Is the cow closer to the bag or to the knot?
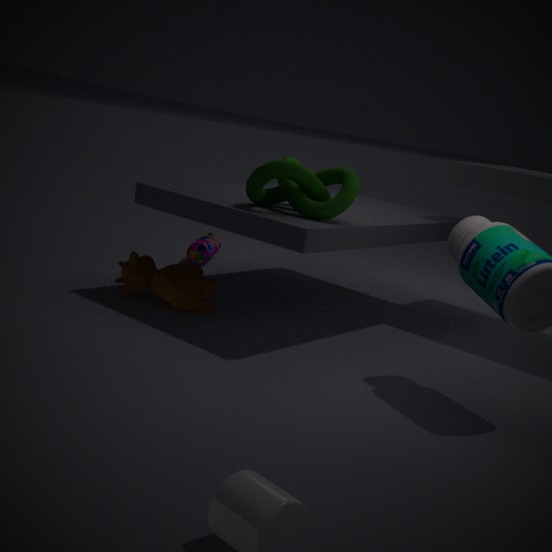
the knot
